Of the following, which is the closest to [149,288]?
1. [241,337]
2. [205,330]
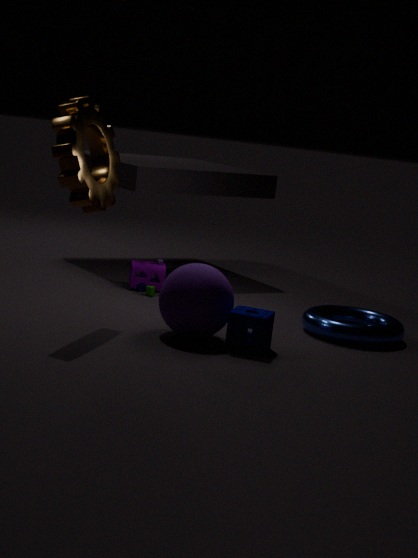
[205,330]
